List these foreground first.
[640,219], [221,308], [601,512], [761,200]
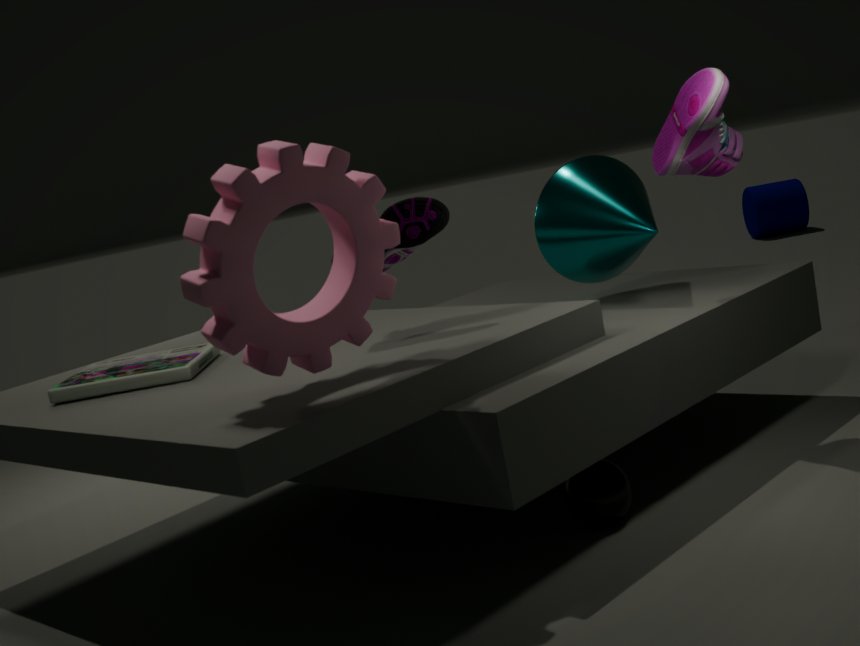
[221,308] → [601,512] → [640,219] → [761,200]
